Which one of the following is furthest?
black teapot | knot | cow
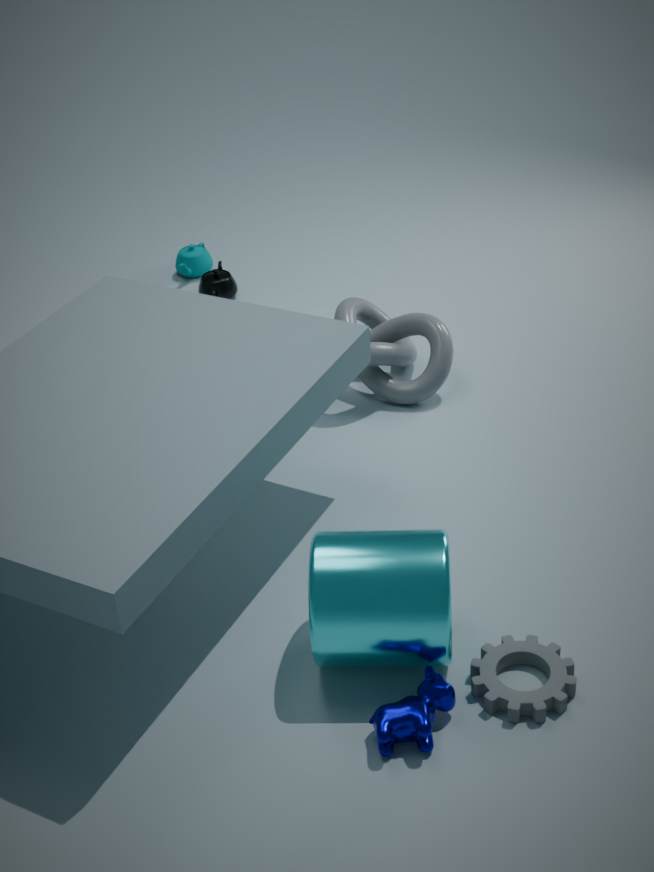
black teapot
